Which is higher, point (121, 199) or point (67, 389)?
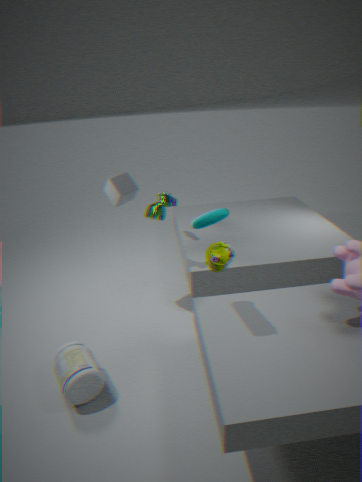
point (121, 199)
